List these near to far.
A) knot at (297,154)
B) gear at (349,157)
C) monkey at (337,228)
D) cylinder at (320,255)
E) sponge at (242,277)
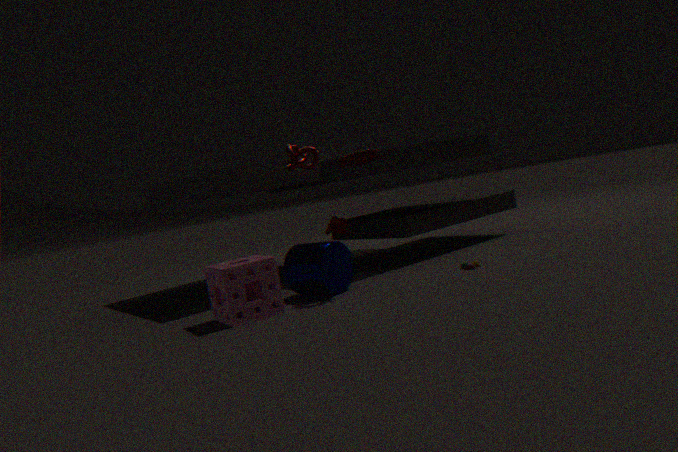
sponge at (242,277) < gear at (349,157) < cylinder at (320,255) < knot at (297,154) < monkey at (337,228)
